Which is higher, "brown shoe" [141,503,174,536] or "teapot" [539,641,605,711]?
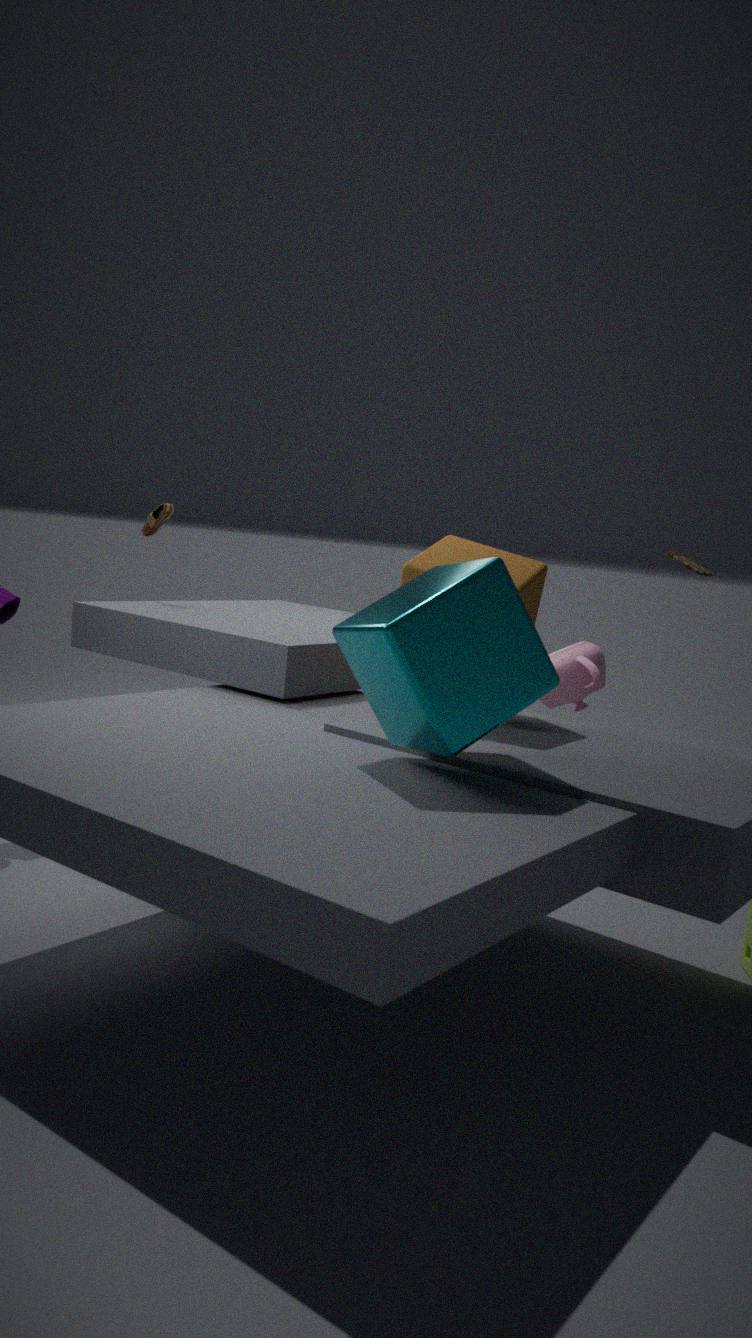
"brown shoe" [141,503,174,536]
